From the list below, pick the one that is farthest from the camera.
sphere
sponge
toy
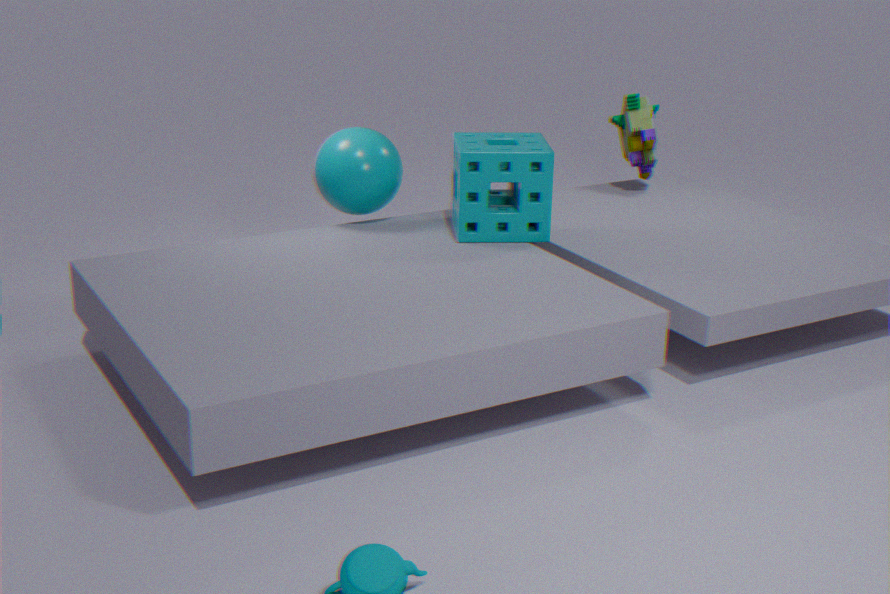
toy
